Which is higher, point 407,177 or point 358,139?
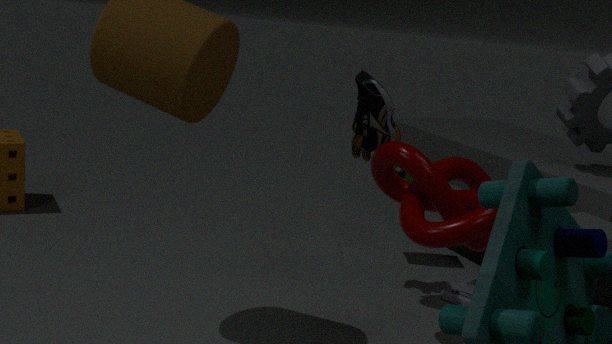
point 358,139
